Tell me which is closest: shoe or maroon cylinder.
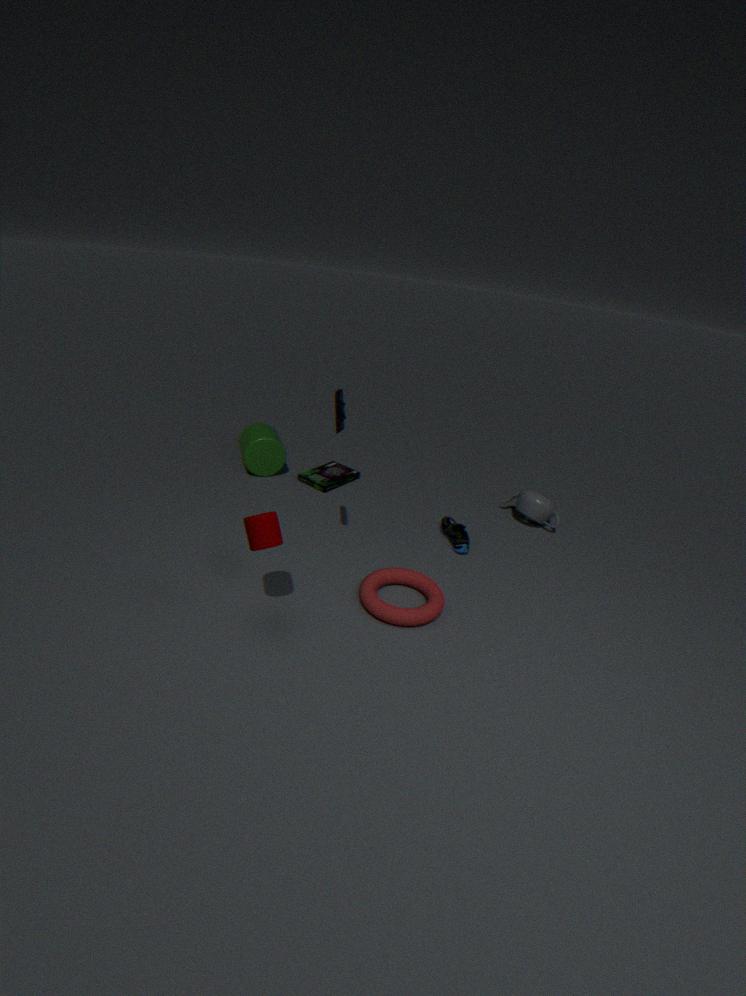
maroon cylinder
